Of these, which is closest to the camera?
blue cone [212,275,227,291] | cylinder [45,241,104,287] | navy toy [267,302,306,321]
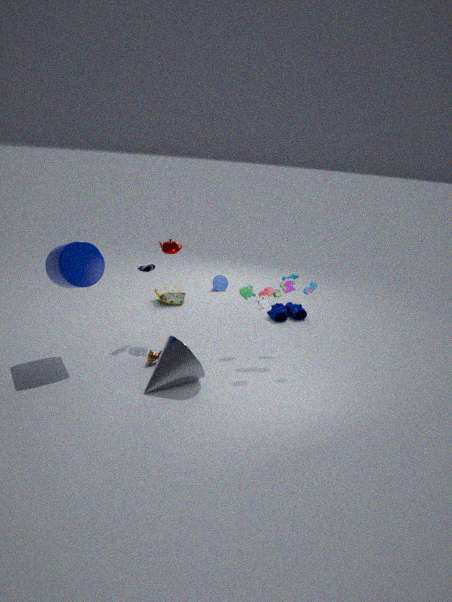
cylinder [45,241,104,287]
